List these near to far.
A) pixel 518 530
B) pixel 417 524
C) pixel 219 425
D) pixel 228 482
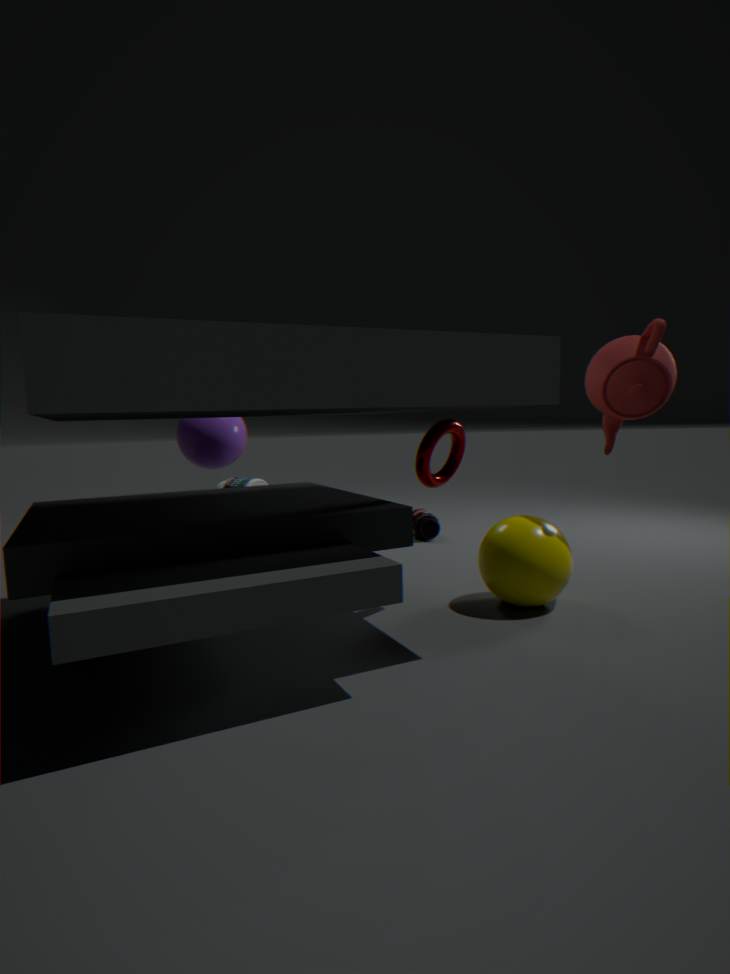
pixel 518 530 < pixel 219 425 < pixel 417 524 < pixel 228 482
